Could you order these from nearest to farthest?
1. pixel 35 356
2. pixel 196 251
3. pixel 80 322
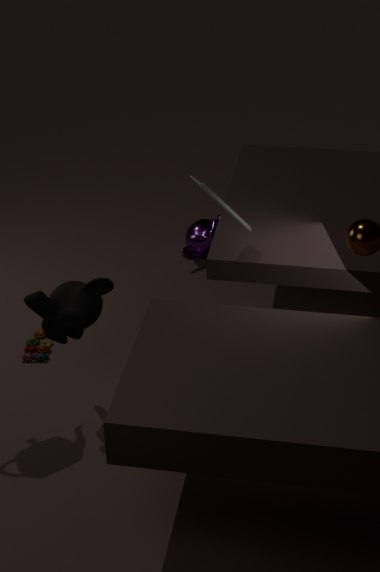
pixel 80 322 < pixel 35 356 < pixel 196 251
